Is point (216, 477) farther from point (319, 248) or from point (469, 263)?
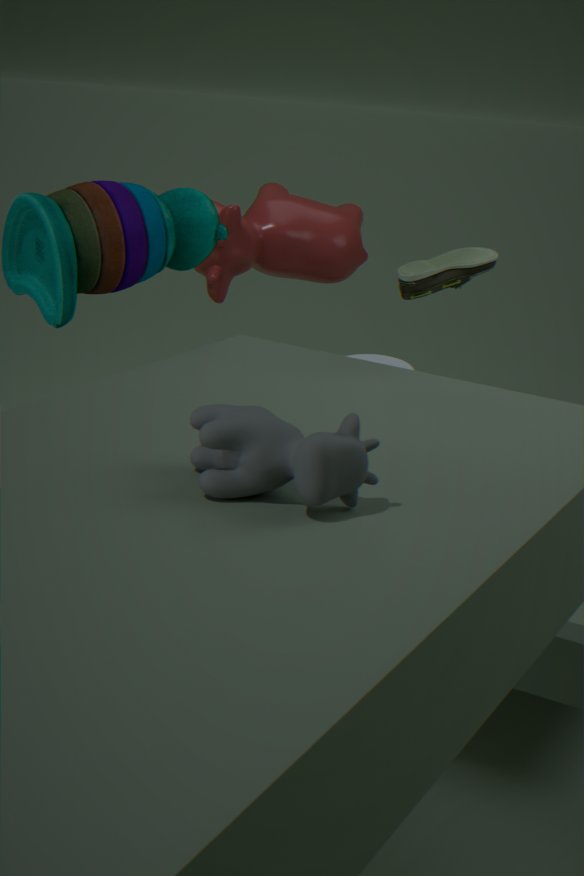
point (319, 248)
